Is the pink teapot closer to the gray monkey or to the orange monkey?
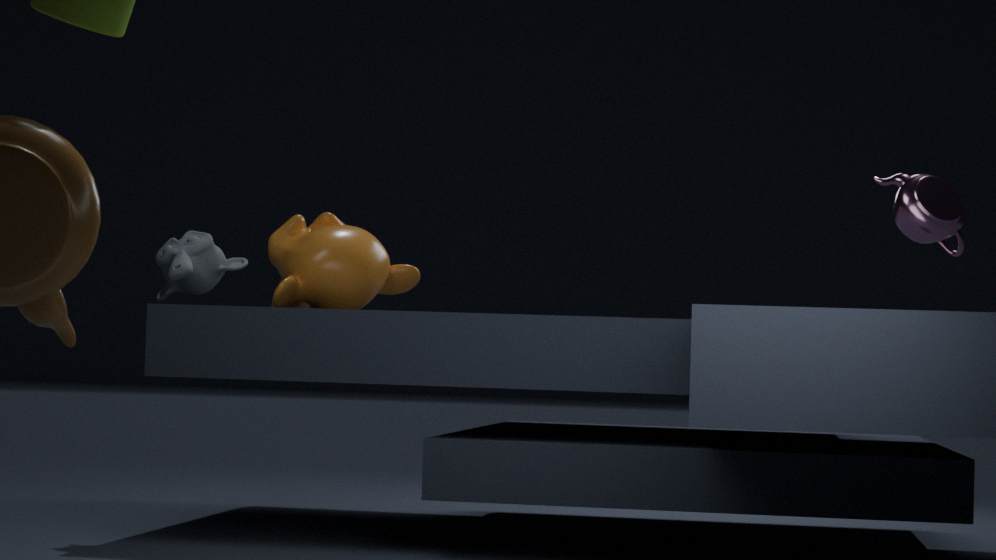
the orange monkey
